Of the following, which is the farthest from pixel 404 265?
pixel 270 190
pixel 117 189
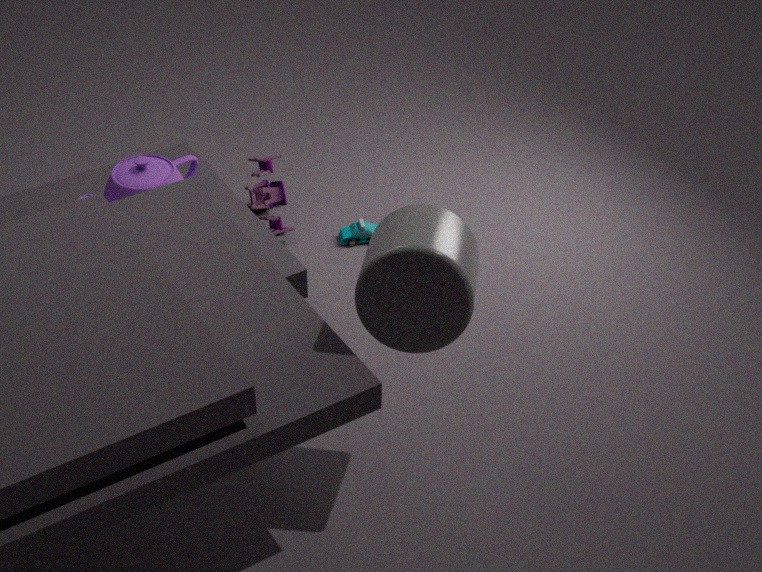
pixel 270 190
